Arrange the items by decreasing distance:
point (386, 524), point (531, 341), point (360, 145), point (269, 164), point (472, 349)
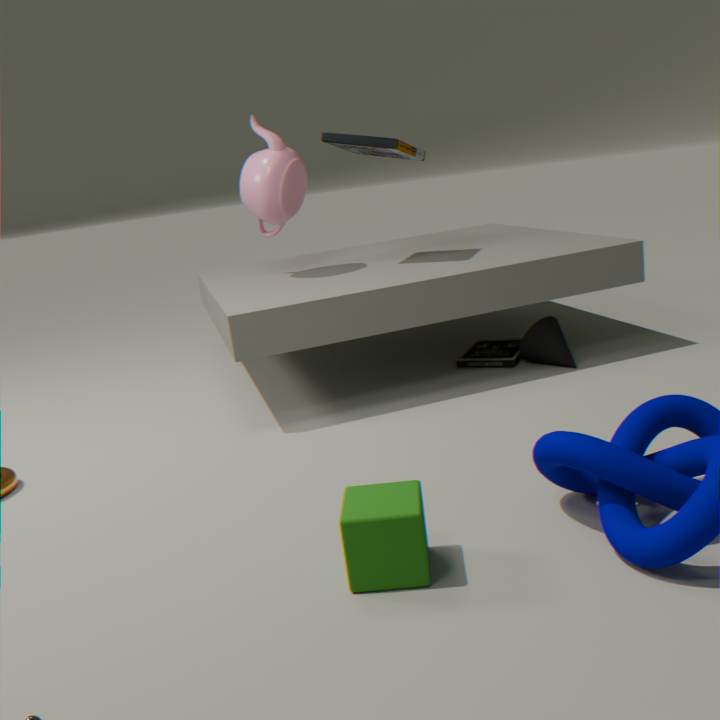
point (472, 349) < point (269, 164) < point (360, 145) < point (531, 341) < point (386, 524)
